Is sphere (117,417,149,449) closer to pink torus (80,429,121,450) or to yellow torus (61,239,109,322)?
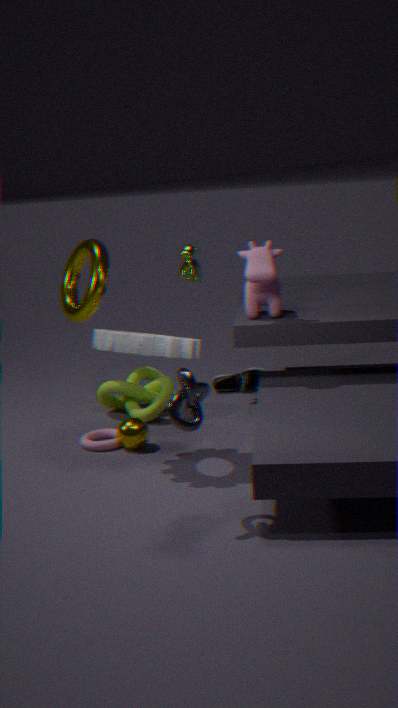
pink torus (80,429,121,450)
